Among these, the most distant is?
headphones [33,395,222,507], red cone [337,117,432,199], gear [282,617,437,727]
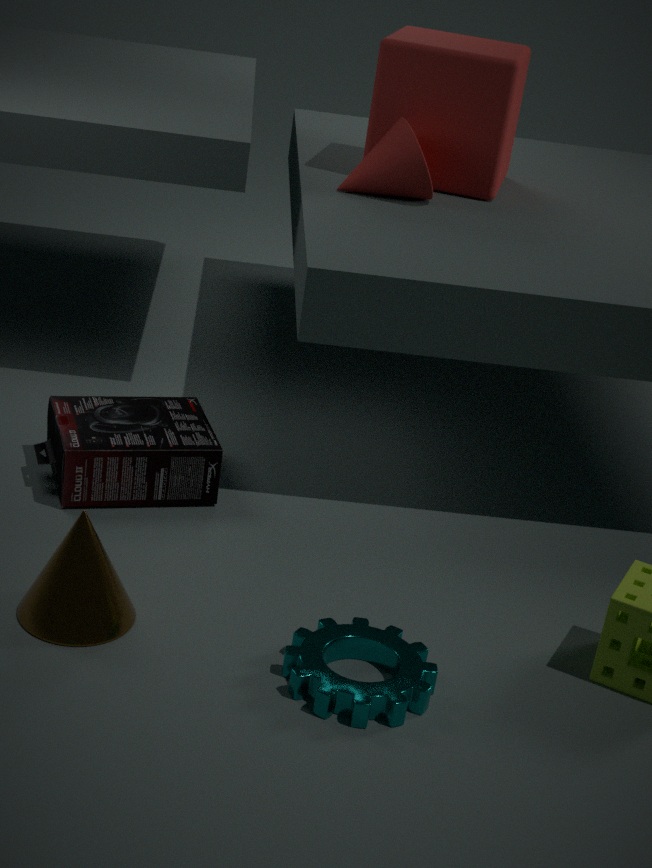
red cone [337,117,432,199]
